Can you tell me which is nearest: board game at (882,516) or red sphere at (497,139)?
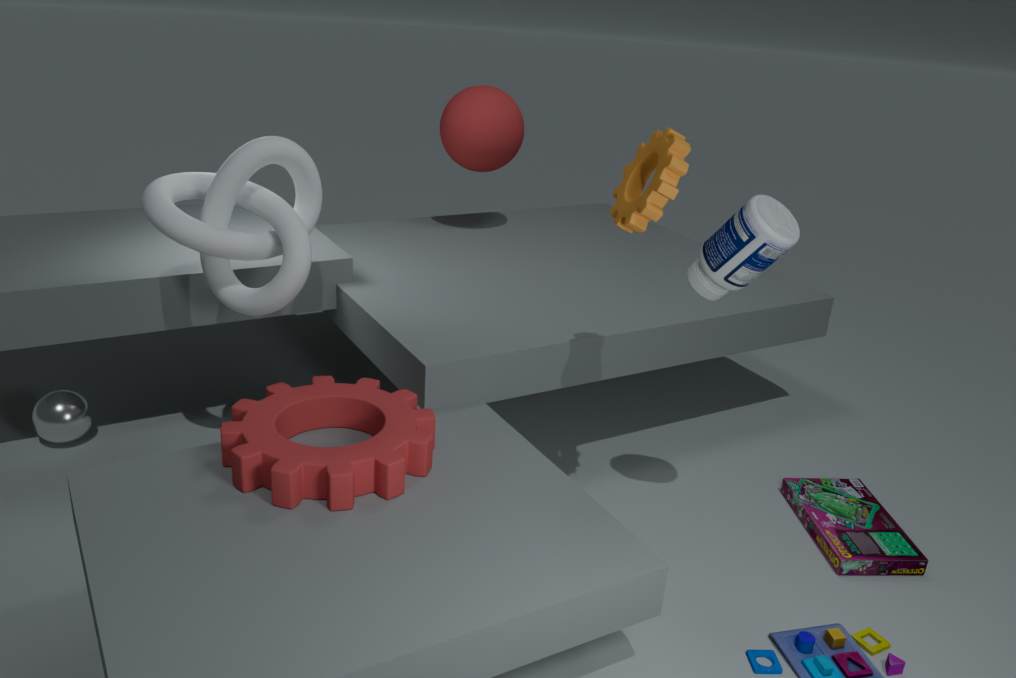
board game at (882,516)
